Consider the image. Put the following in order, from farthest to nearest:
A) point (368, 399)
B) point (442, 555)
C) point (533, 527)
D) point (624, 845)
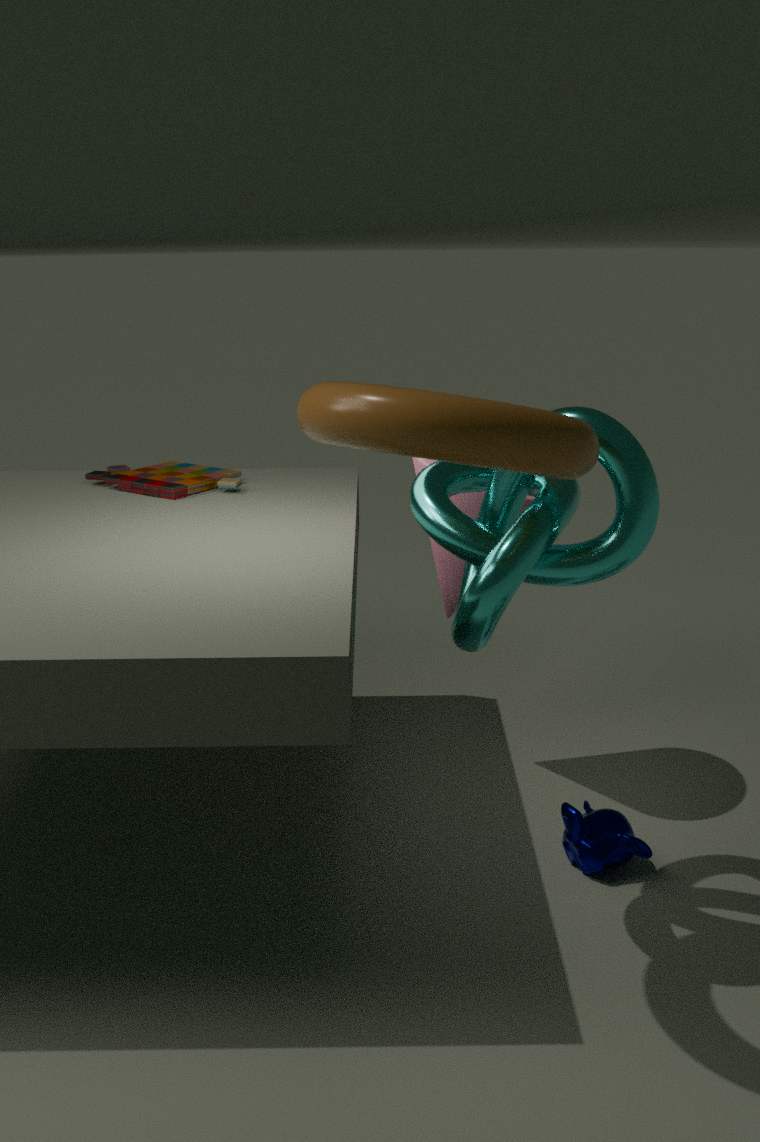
point (442, 555) → point (624, 845) → point (533, 527) → point (368, 399)
